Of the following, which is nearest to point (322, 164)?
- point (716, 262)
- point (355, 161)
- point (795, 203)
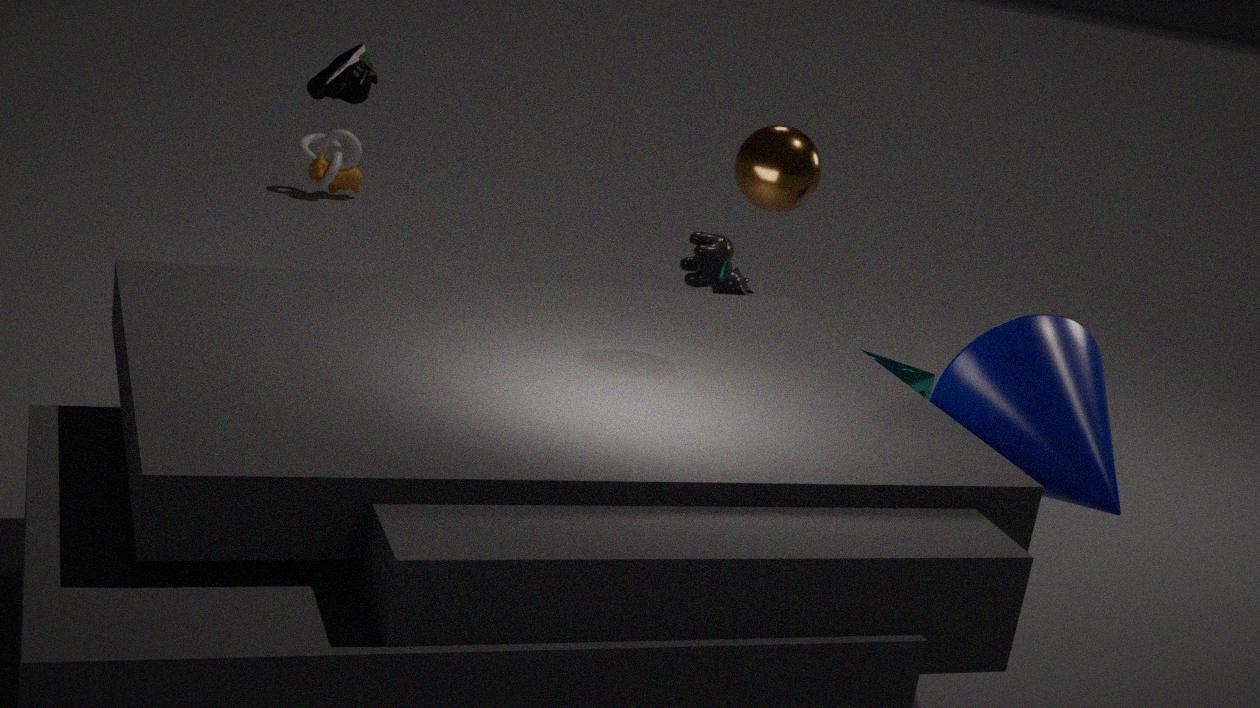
point (355, 161)
